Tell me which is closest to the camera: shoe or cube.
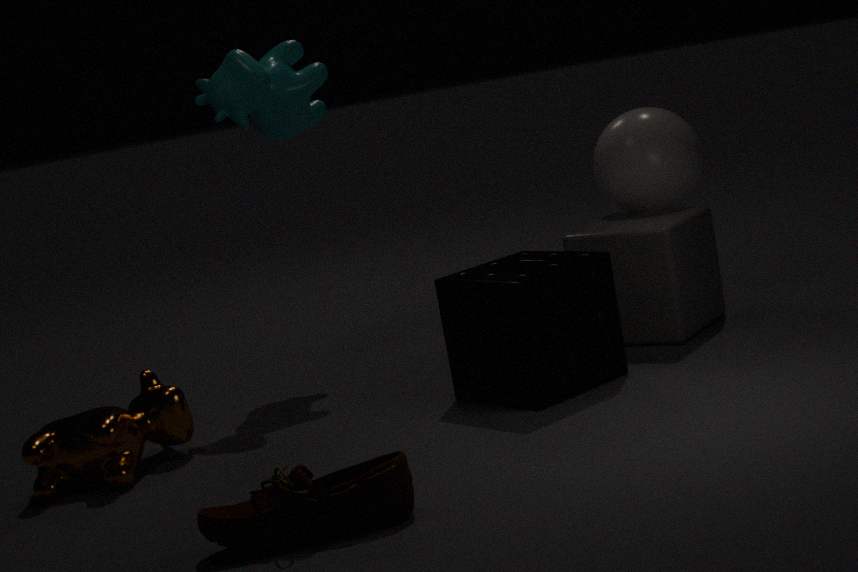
shoe
